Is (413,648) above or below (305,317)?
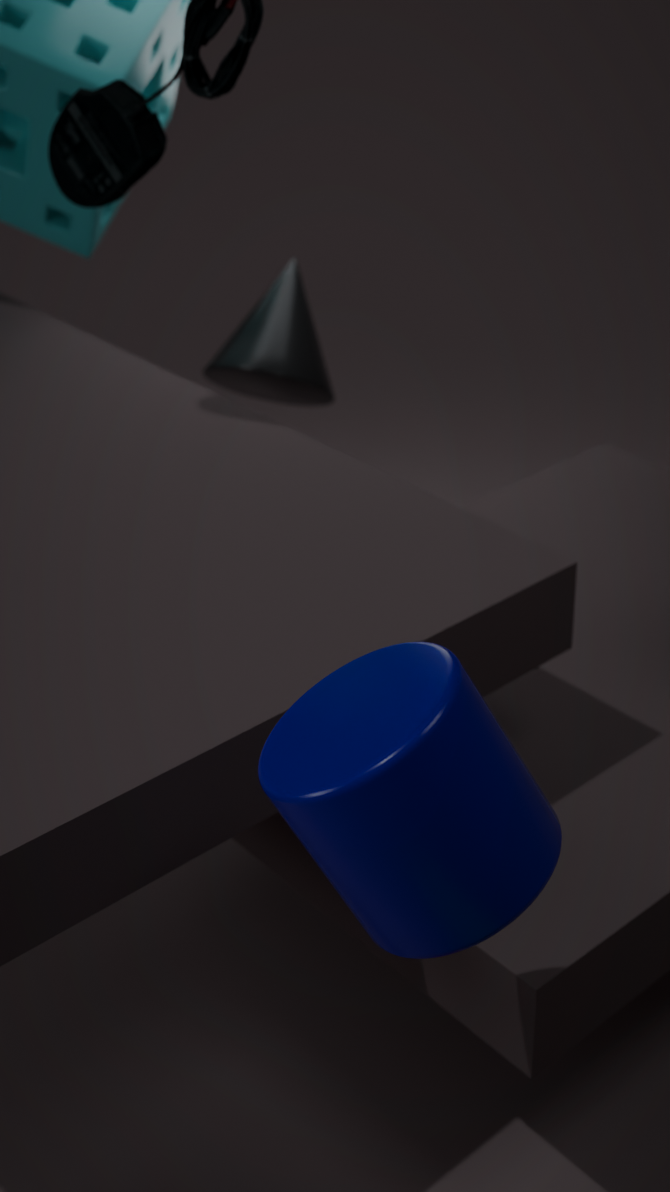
above
